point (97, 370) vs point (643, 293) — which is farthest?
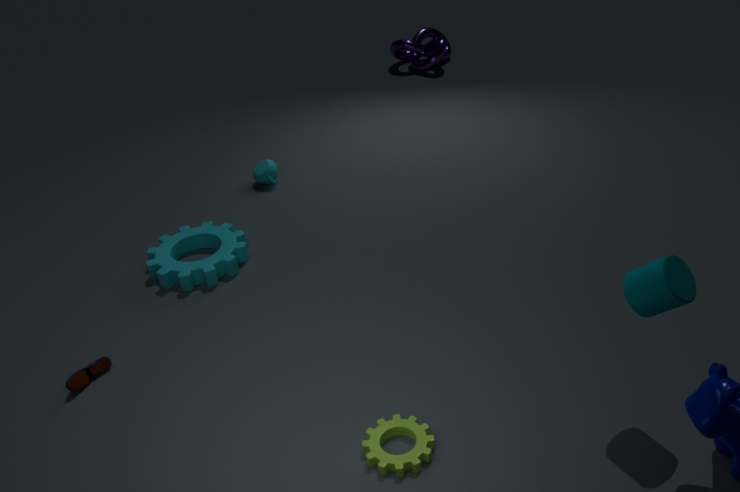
point (97, 370)
